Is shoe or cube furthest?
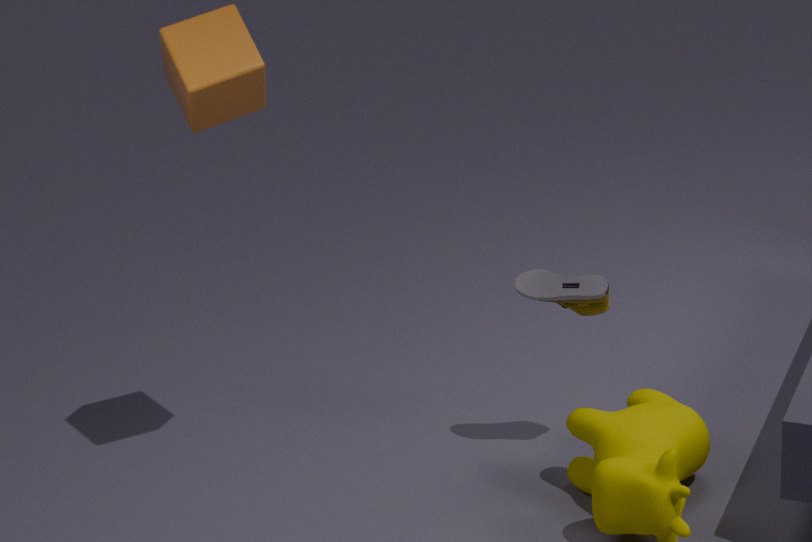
shoe
